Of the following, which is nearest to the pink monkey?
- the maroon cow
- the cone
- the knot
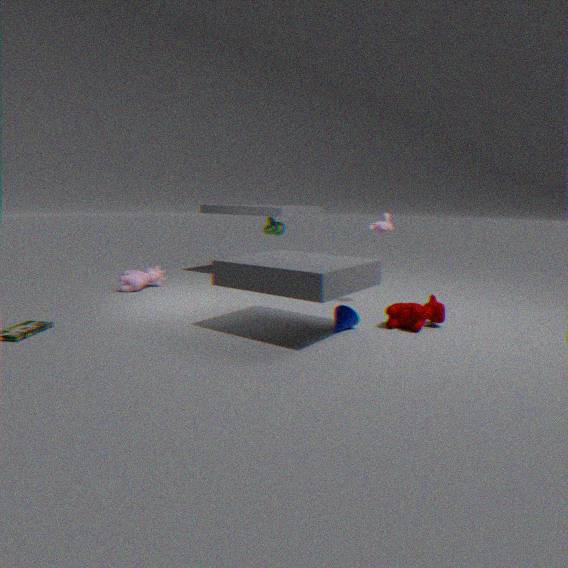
the maroon cow
